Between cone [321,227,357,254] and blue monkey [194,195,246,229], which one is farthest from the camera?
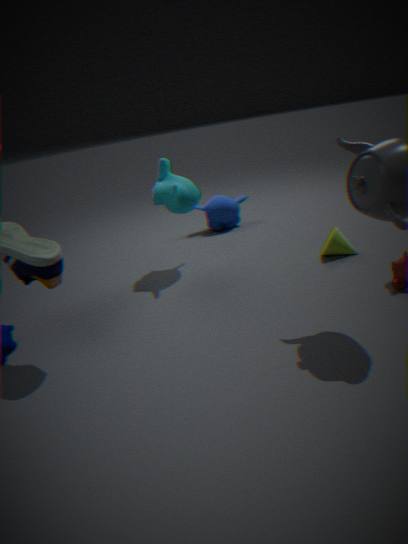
blue monkey [194,195,246,229]
